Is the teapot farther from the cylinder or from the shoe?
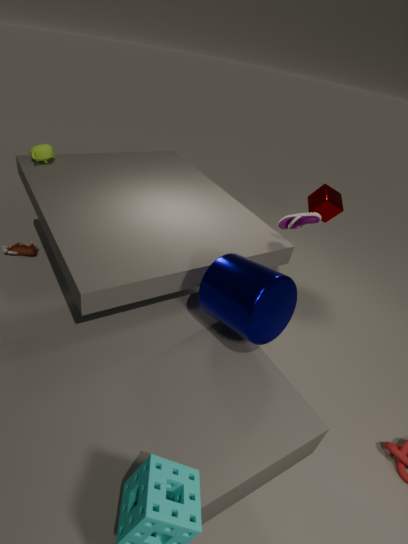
the shoe
